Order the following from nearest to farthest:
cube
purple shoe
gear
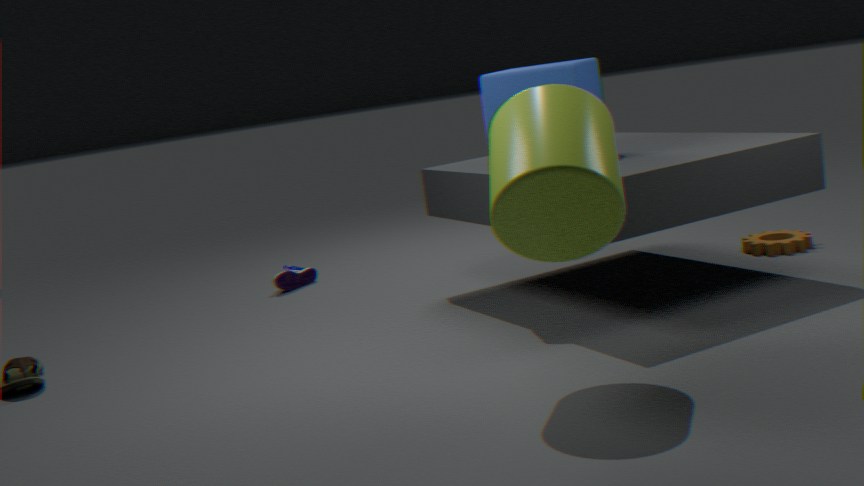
cube → gear → purple shoe
